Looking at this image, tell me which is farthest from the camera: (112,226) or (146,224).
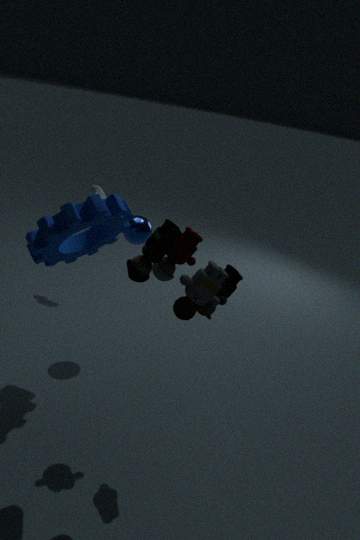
(146,224)
